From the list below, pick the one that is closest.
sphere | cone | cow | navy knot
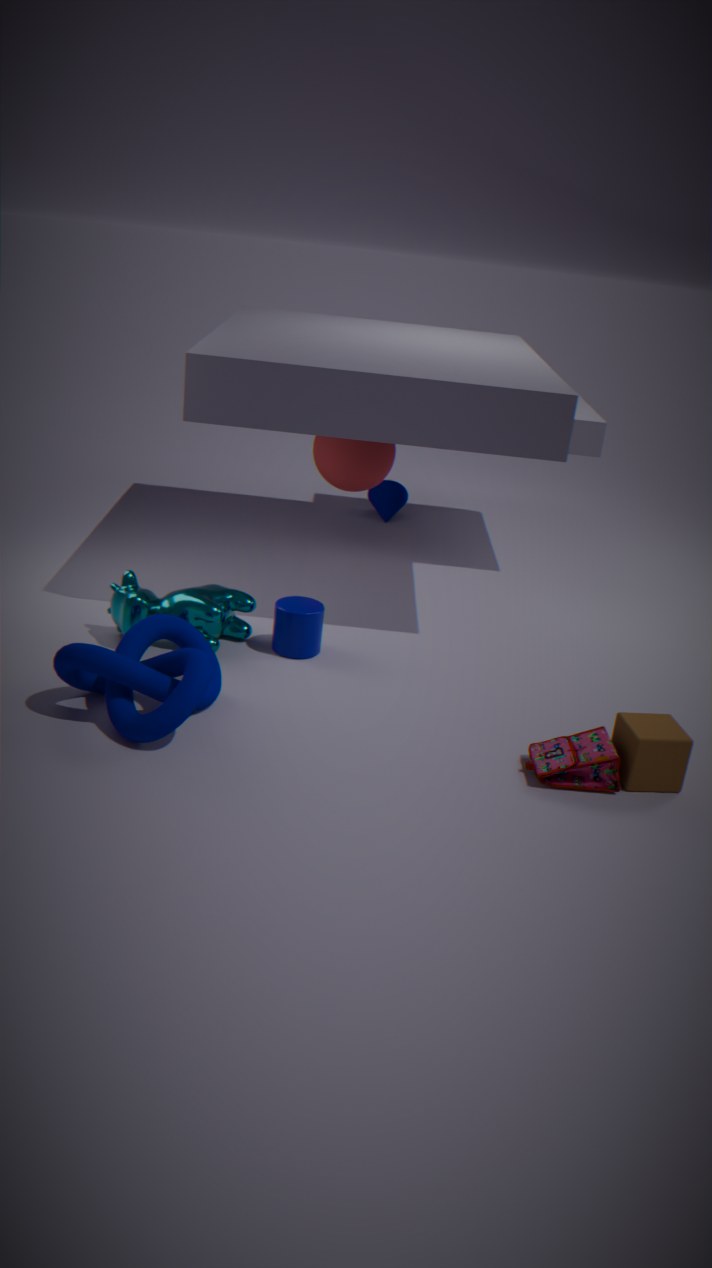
navy knot
